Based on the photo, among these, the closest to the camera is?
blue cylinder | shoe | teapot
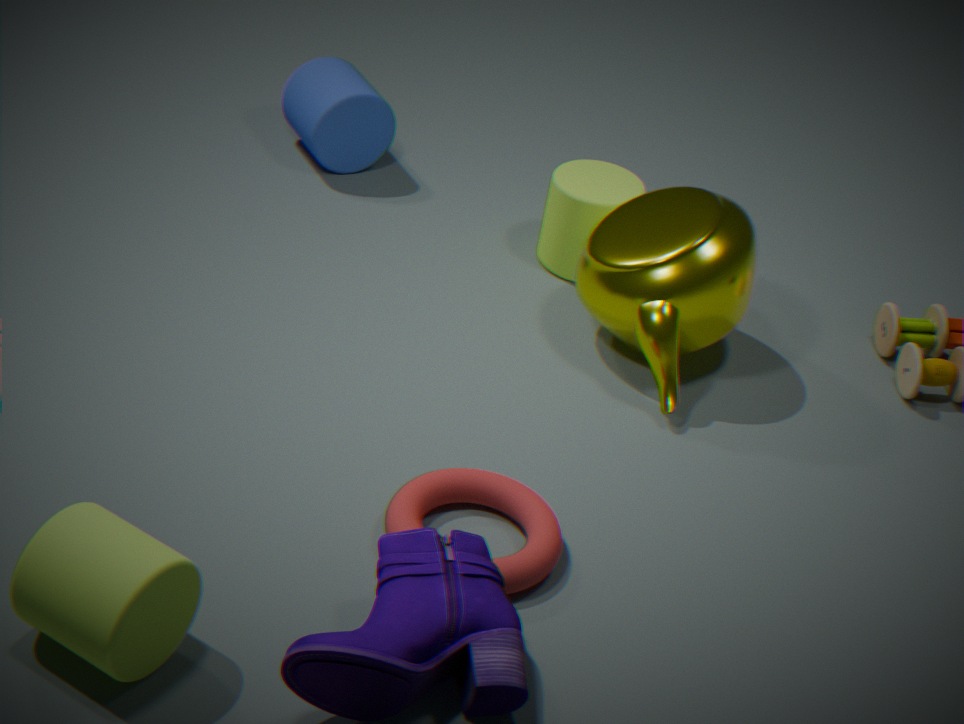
shoe
